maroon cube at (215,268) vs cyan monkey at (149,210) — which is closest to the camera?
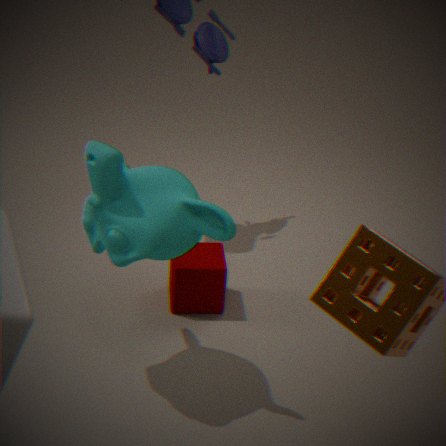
cyan monkey at (149,210)
